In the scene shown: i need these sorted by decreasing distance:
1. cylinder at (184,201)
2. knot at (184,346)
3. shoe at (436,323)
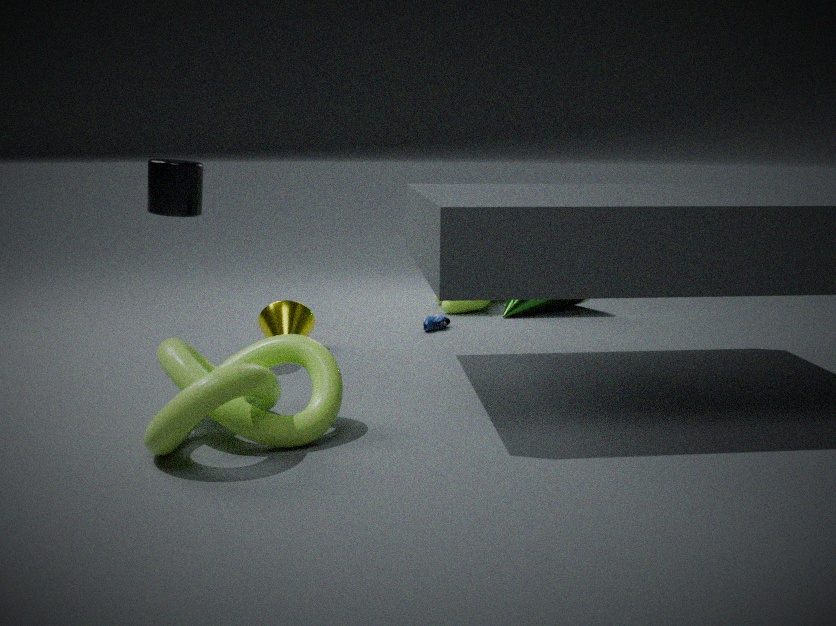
shoe at (436,323)
cylinder at (184,201)
knot at (184,346)
